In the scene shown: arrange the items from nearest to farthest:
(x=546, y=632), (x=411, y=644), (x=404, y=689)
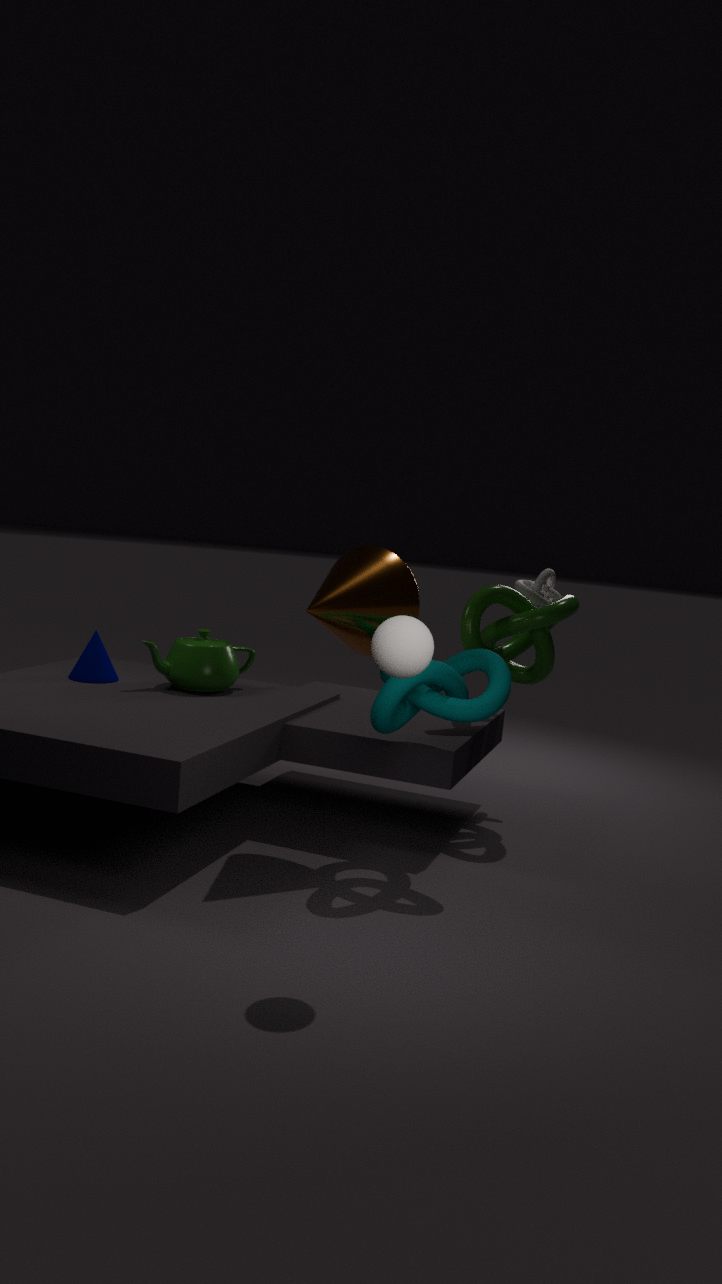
1. (x=411, y=644)
2. (x=404, y=689)
3. (x=546, y=632)
